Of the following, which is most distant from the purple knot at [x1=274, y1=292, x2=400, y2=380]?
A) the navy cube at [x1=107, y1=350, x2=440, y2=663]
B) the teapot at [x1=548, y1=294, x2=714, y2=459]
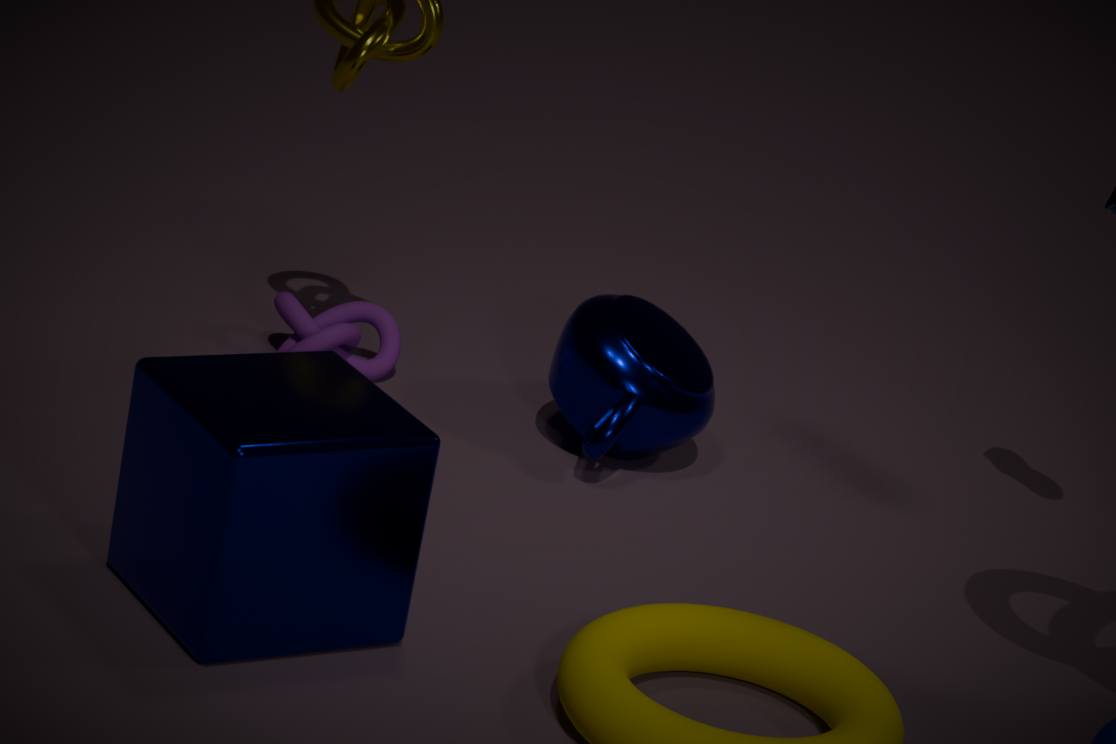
the navy cube at [x1=107, y1=350, x2=440, y2=663]
